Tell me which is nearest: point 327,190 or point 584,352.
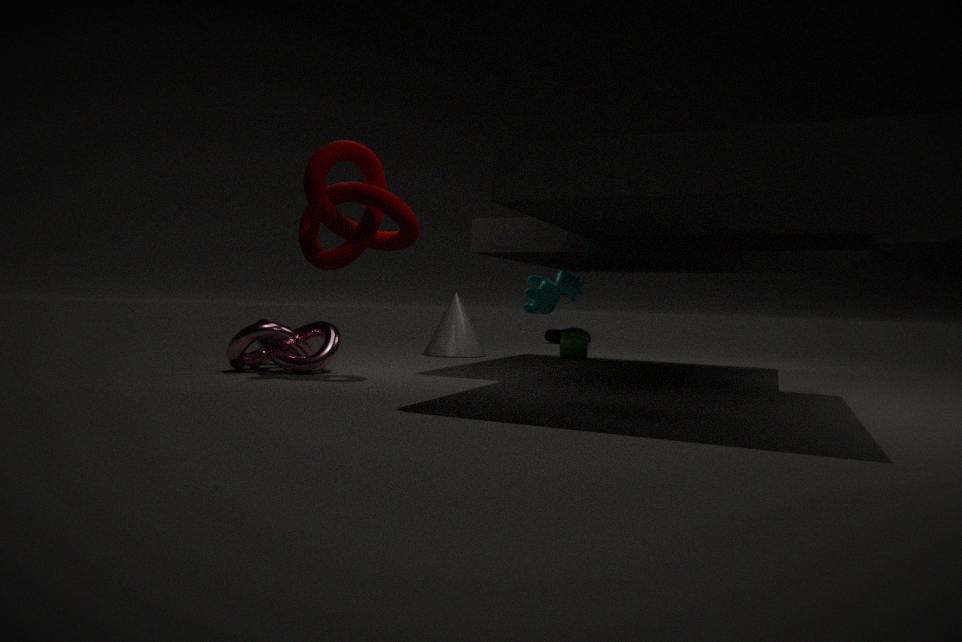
point 327,190
